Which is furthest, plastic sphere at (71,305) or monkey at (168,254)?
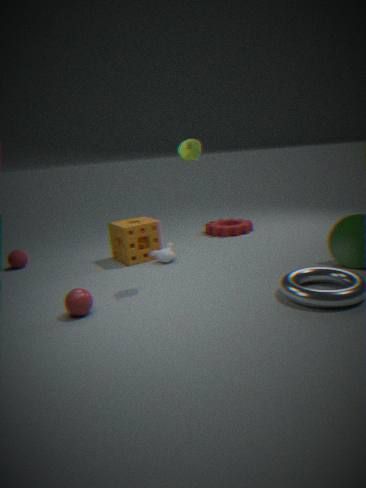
monkey at (168,254)
